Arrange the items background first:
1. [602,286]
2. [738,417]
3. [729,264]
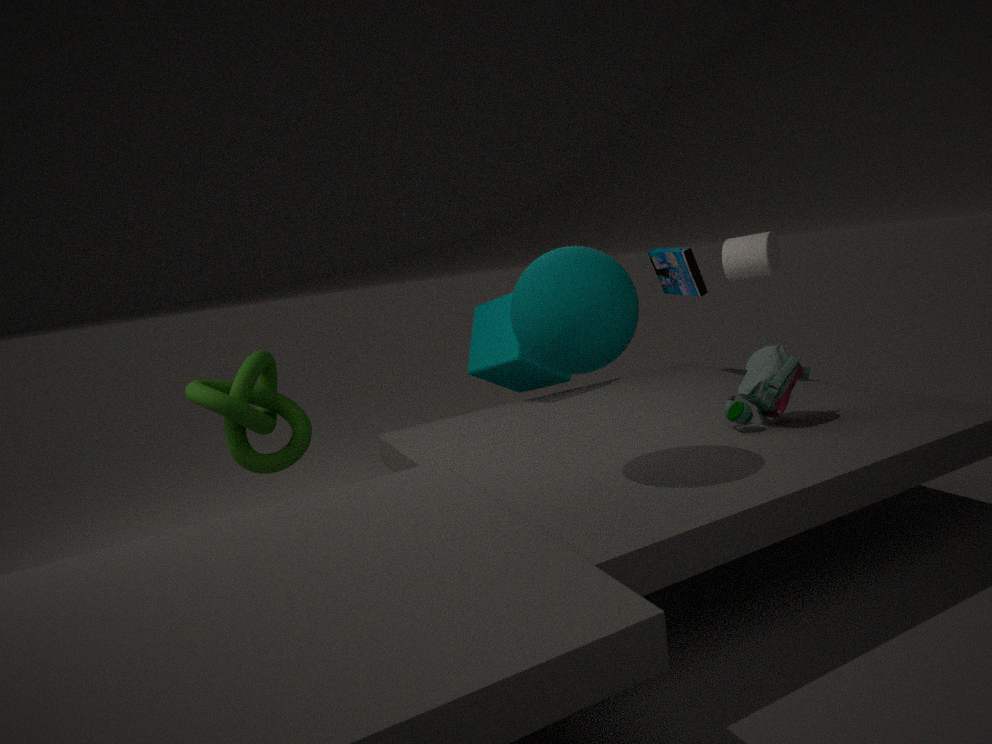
[729,264], [738,417], [602,286]
